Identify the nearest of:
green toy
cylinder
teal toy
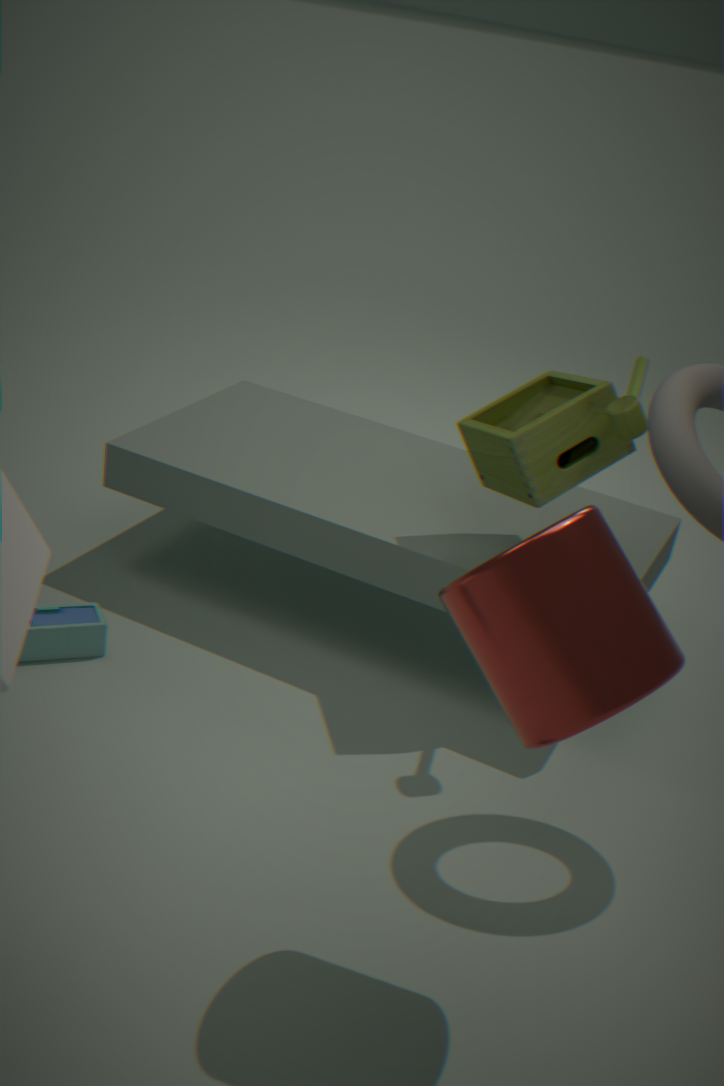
cylinder
